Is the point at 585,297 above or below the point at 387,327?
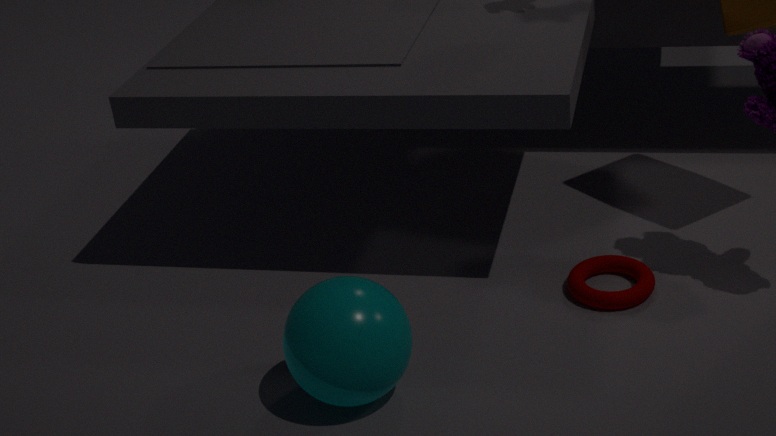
below
